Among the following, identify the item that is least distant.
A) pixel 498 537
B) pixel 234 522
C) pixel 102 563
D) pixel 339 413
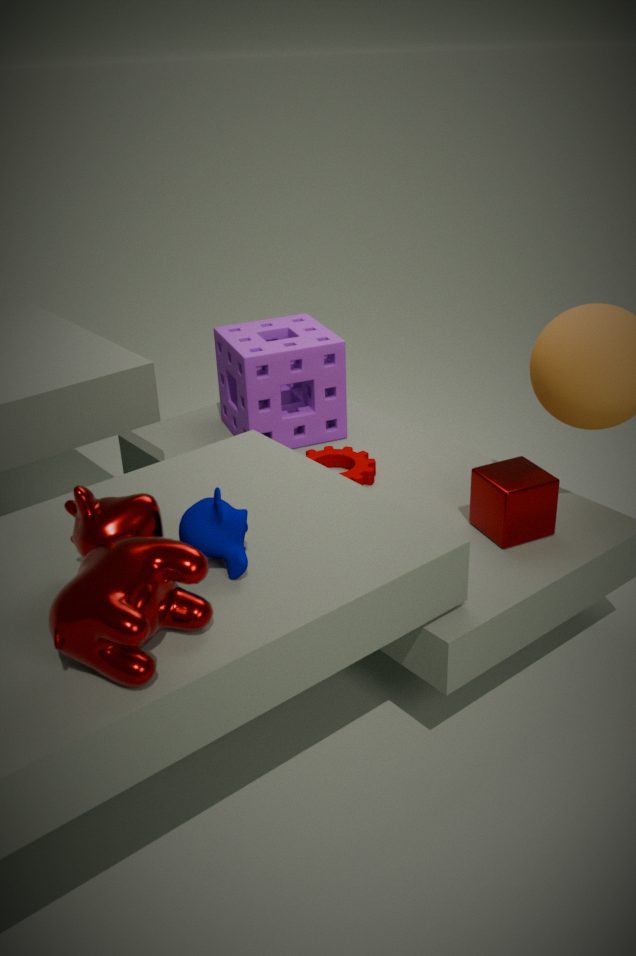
pixel 102 563
